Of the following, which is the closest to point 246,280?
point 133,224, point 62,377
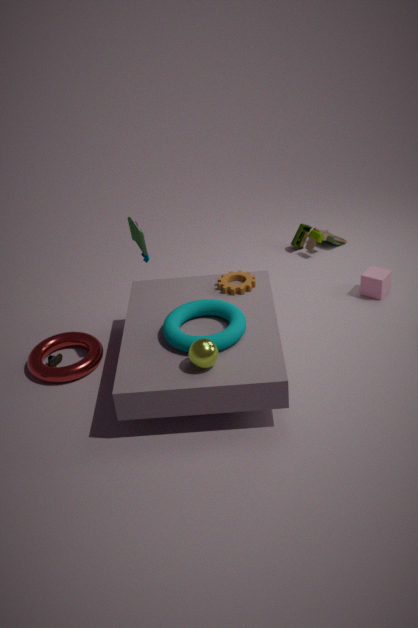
point 133,224
